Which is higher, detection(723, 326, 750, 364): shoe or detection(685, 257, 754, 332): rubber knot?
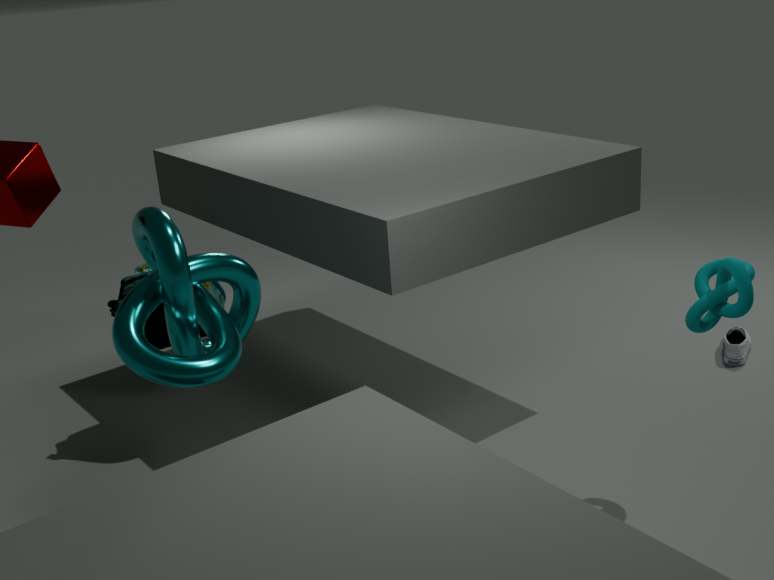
detection(685, 257, 754, 332): rubber knot
